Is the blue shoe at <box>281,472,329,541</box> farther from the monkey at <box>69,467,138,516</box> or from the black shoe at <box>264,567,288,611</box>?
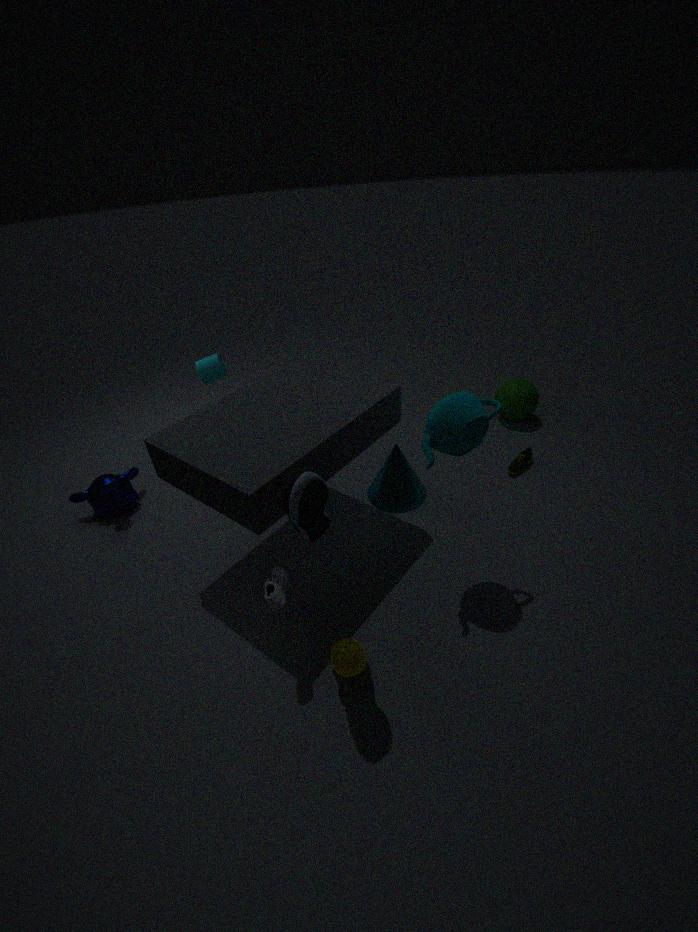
the monkey at <box>69,467,138,516</box>
